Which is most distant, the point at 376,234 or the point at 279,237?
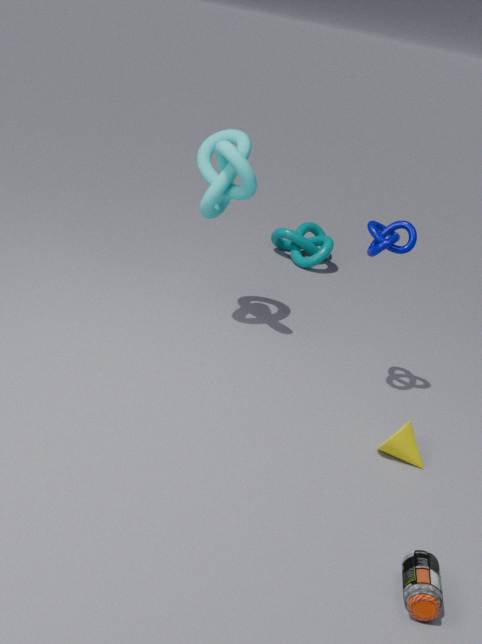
the point at 279,237
